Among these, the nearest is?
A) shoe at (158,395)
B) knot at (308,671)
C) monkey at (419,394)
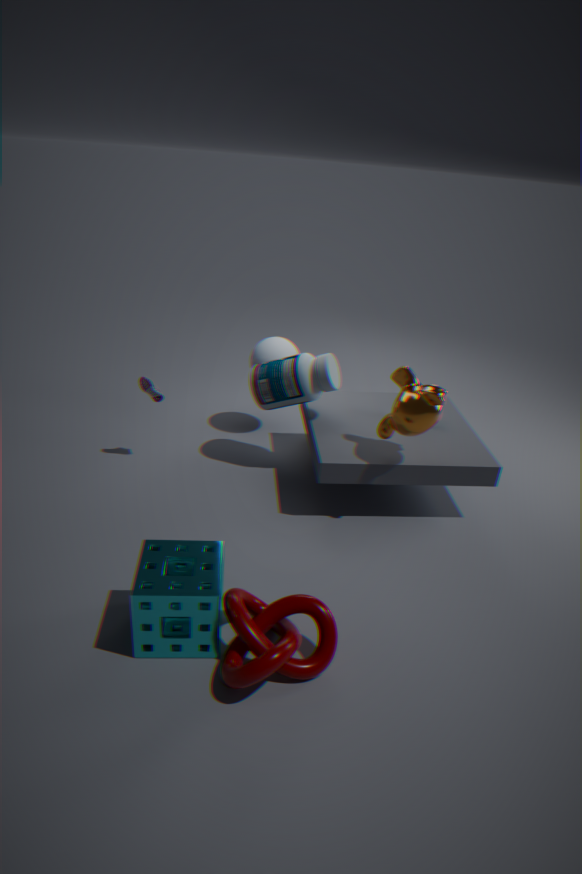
knot at (308,671)
